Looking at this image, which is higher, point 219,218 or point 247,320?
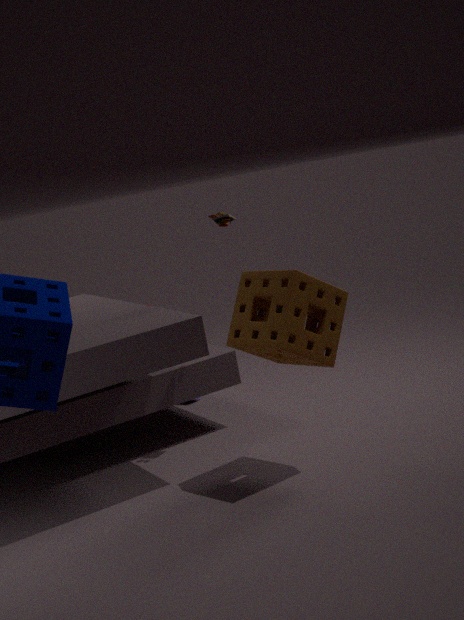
point 219,218
